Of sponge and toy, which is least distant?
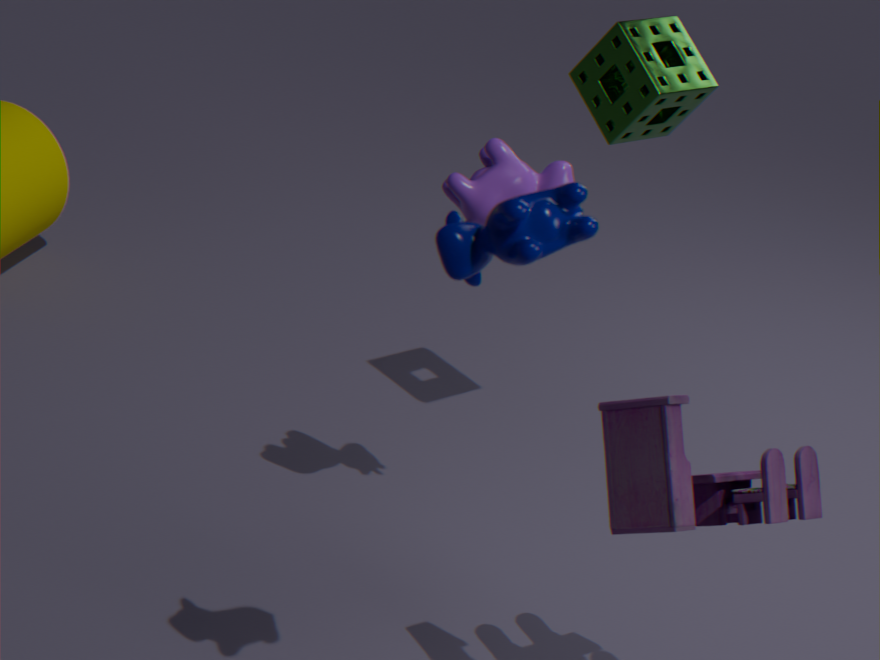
toy
